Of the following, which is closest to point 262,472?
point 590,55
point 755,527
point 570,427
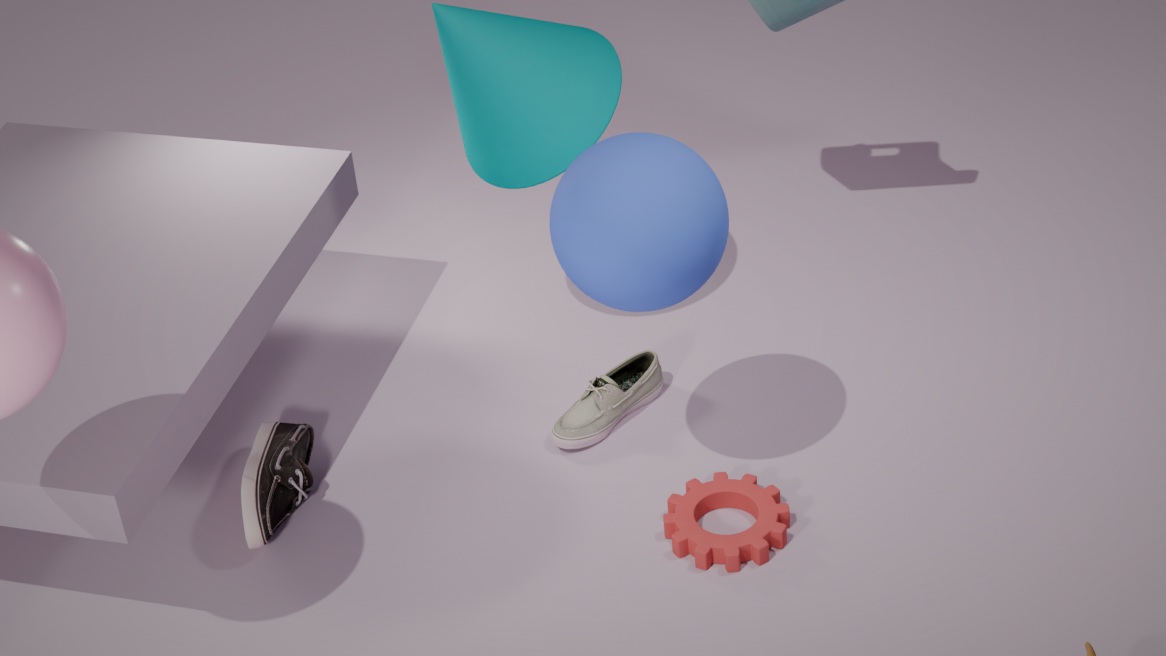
point 570,427
